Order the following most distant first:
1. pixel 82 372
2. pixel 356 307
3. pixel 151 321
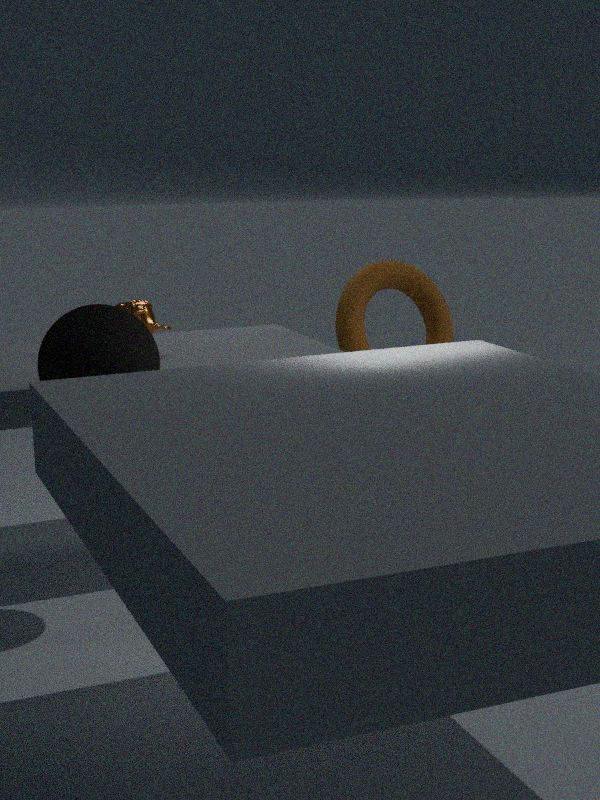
pixel 356 307 → pixel 151 321 → pixel 82 372
